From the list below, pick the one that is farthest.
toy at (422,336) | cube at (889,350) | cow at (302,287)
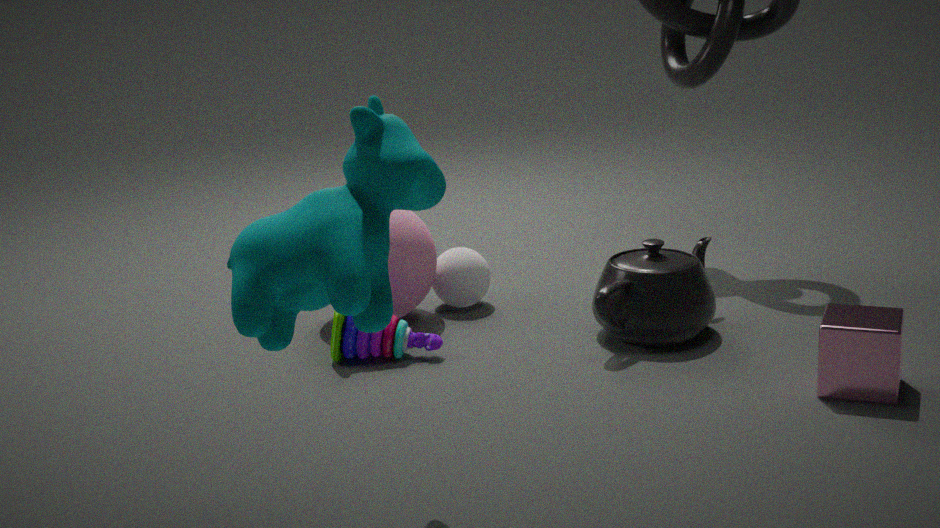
toy at (422,336)
